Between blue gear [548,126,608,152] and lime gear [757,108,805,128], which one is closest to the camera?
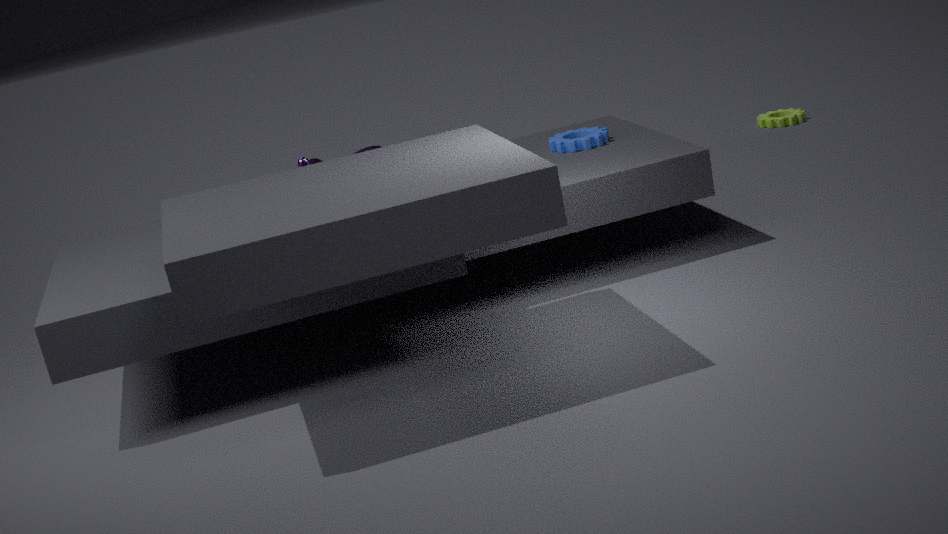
blue gear [548,126,608,152]
